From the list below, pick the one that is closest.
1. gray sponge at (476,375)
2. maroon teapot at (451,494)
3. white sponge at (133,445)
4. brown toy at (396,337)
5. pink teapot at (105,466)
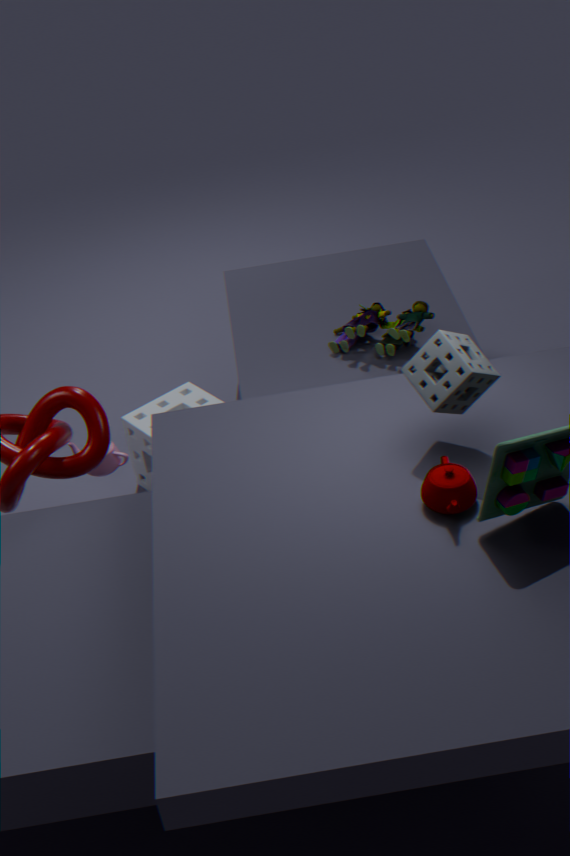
maroon teapot at (451,494)
